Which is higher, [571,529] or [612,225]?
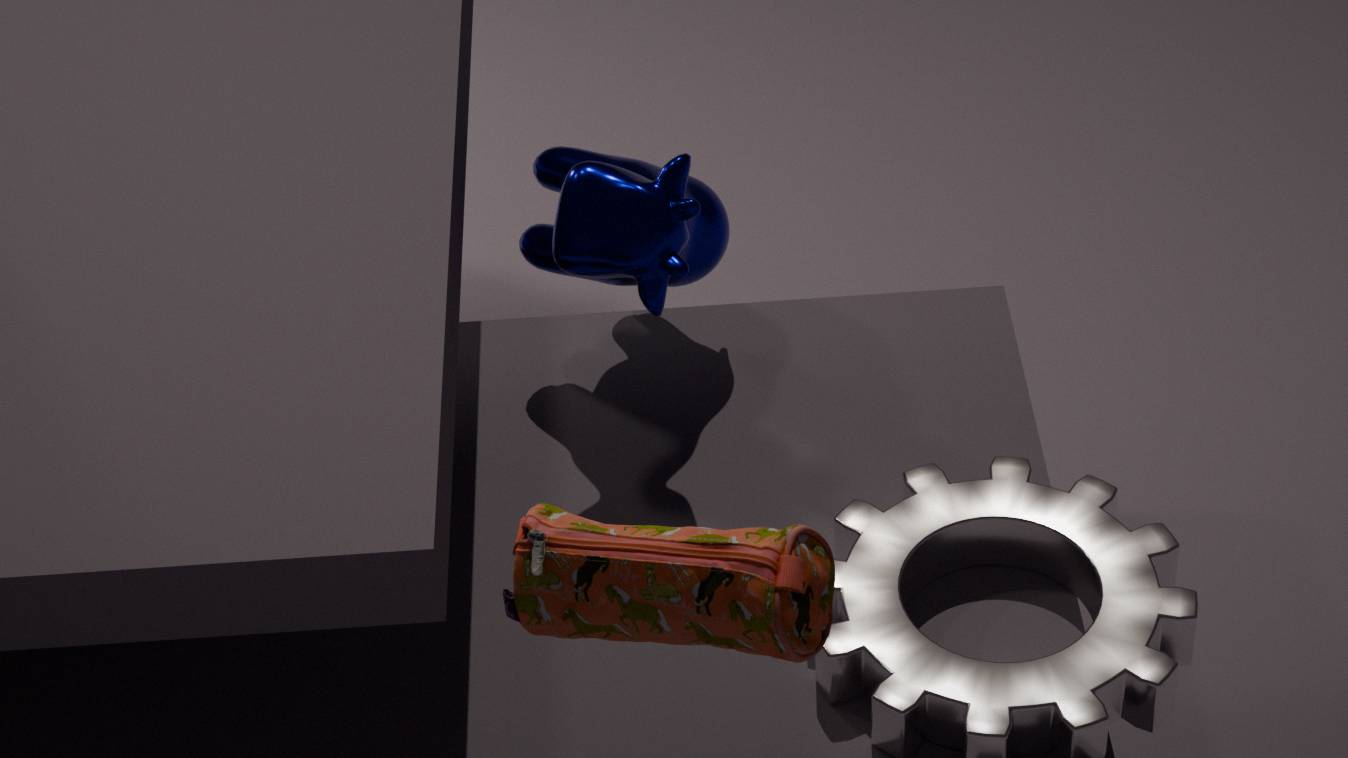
[571,529]
